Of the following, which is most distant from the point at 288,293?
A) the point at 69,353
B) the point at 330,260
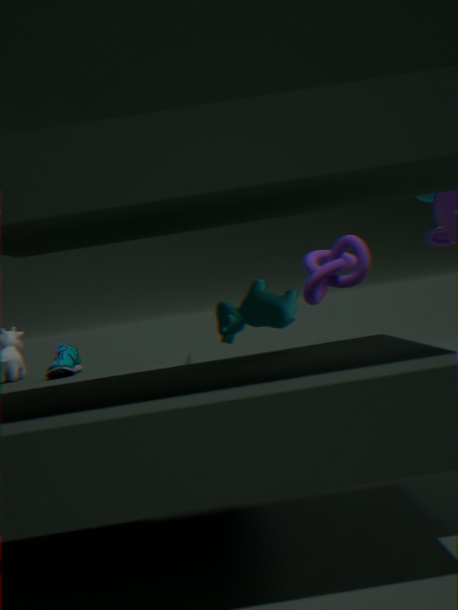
the point at 69,353
